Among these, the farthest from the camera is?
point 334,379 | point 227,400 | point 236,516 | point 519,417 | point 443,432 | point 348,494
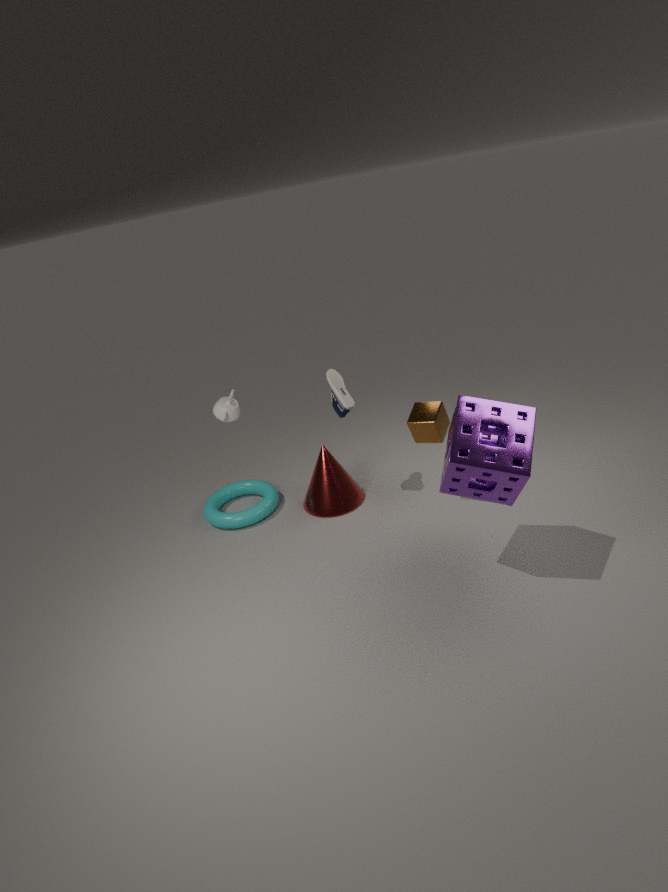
point 236,516
